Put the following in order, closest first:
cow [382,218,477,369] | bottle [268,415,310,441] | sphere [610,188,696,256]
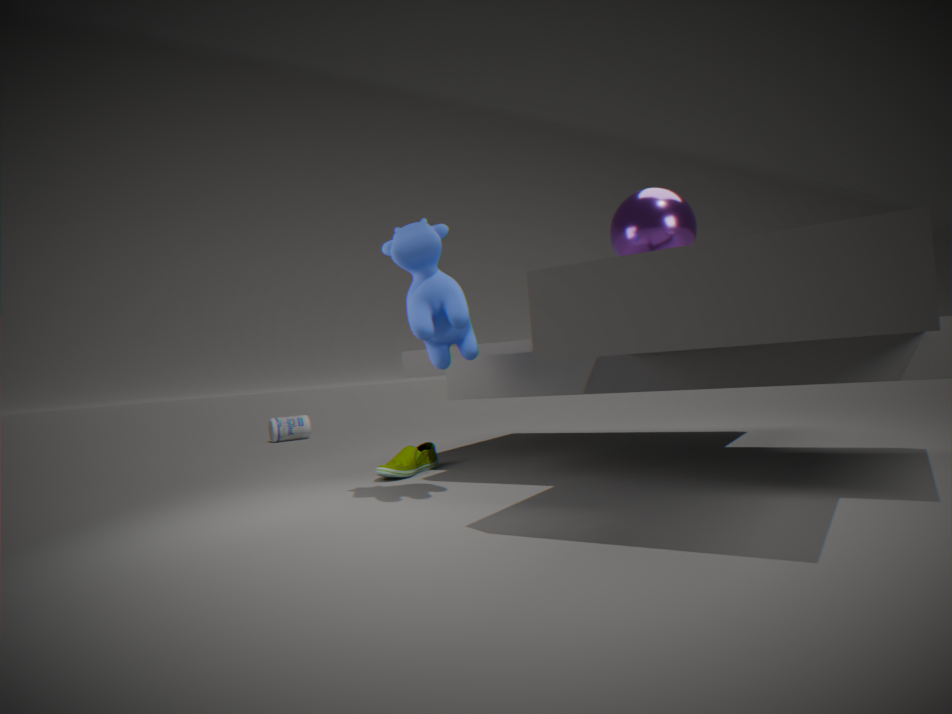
1. cow [382,218,477,369]
2. sphere [610,188,696,256]
3. bottle [268,415,310,441]
